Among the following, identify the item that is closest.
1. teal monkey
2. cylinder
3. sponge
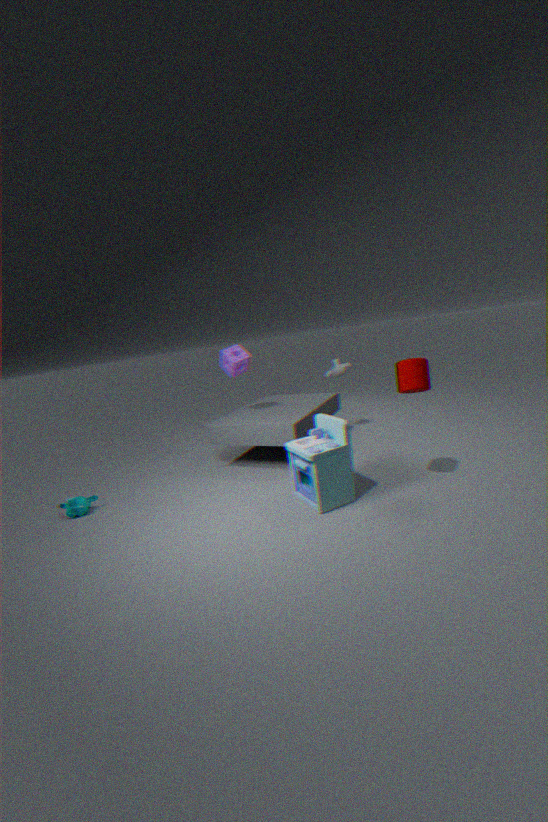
cylinder
